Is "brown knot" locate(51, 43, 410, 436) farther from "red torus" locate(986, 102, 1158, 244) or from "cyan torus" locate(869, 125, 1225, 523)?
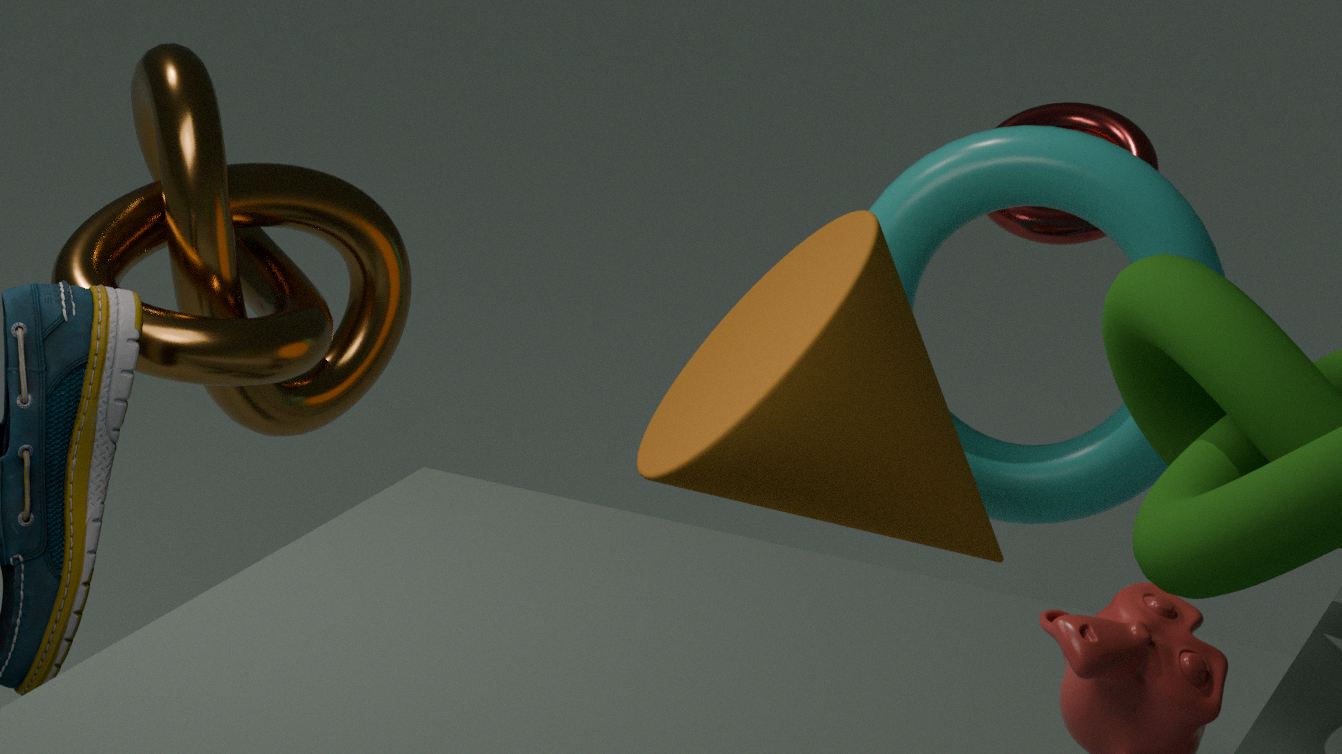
"red torus" locate(986, 102, 1158, 244)
